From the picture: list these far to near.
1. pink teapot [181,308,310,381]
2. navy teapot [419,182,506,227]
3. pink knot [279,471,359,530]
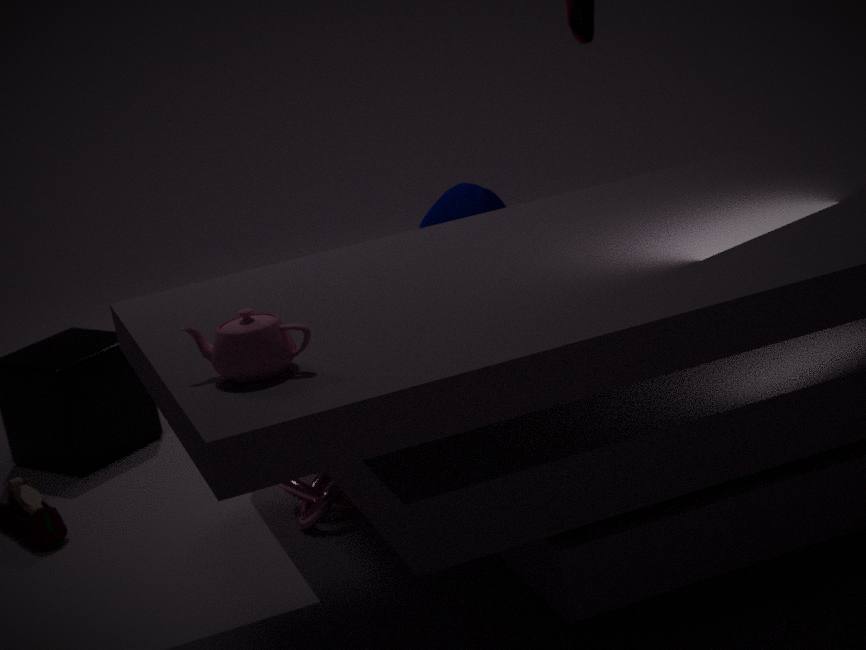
1. navy teapot [419,182,506,227]
2. pink knot [279,471,359,530]
3. pink teapot [181,308,310,381]
